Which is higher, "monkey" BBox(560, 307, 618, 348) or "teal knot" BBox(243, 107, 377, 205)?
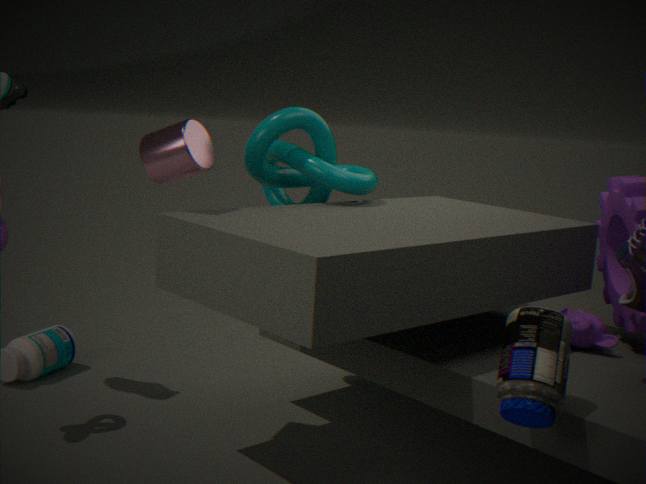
"teal knot" BBox(243, 107, 377, 205)
